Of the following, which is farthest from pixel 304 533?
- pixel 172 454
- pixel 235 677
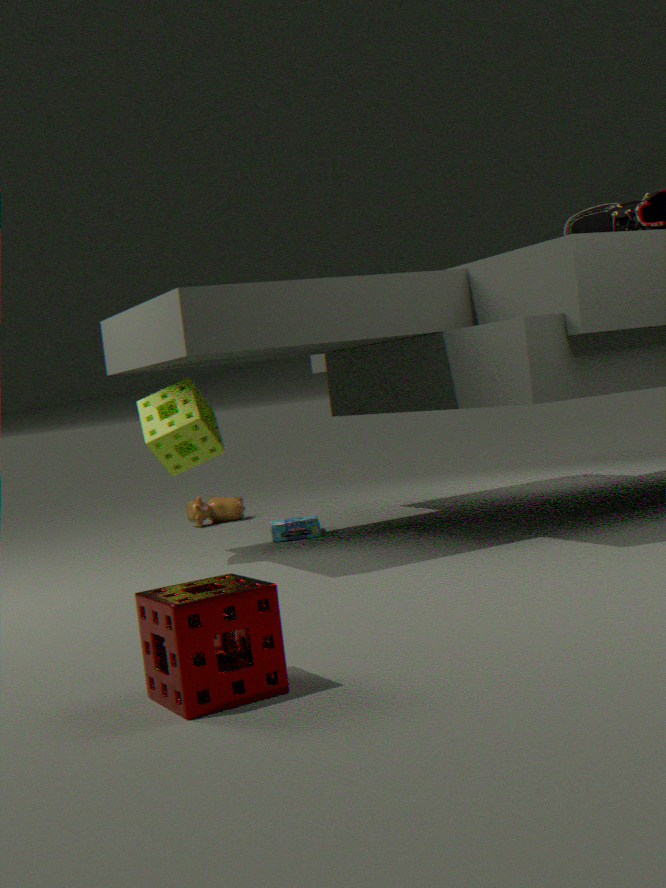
pixel 235 677
